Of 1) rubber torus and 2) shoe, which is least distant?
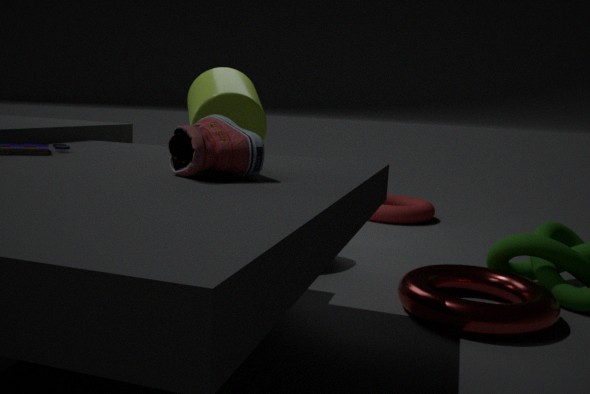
2. shoe
